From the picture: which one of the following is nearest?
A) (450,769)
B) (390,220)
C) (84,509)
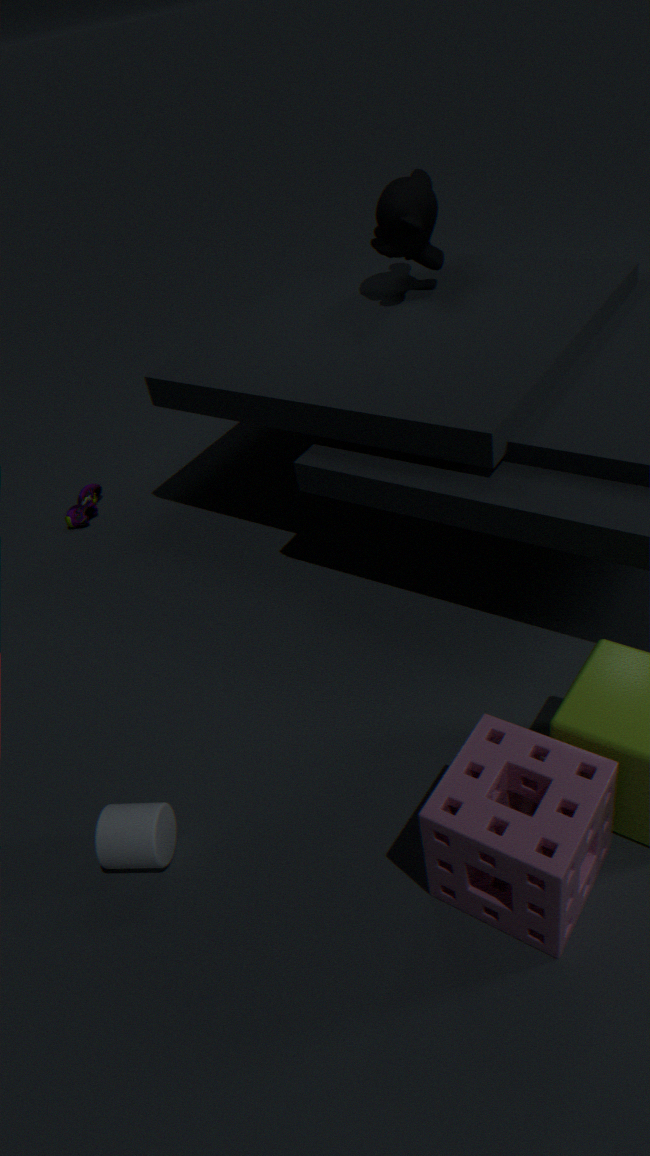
(450,769)
